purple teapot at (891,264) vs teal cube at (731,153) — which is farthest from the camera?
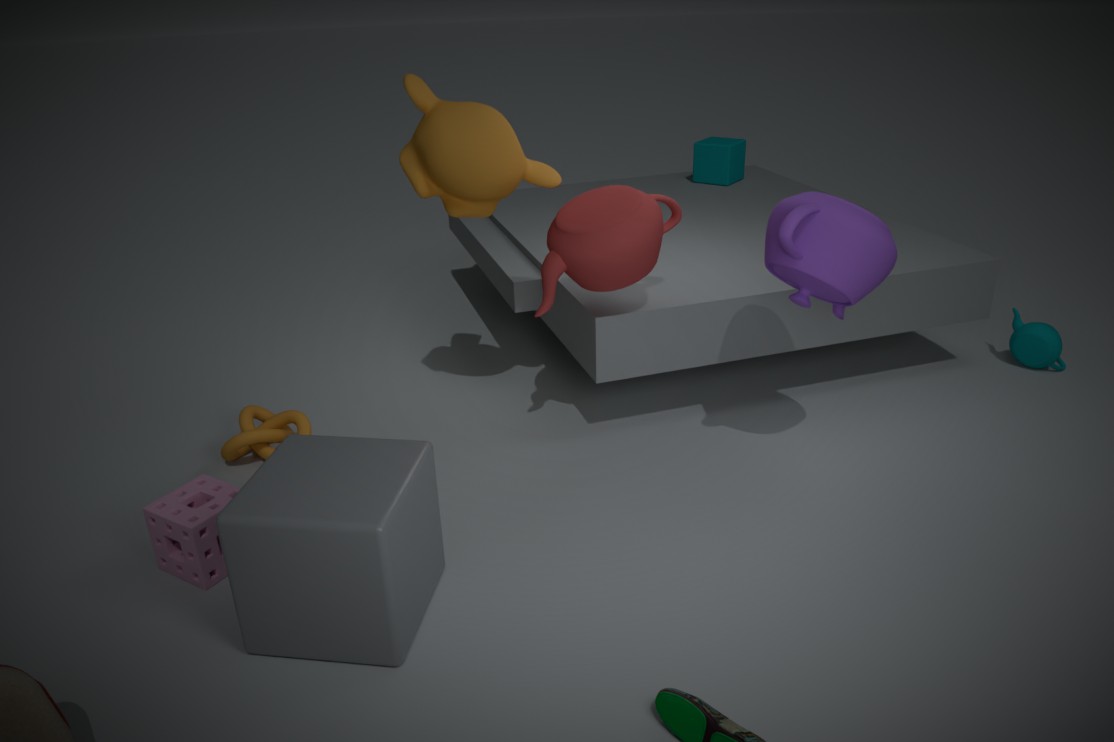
teal cube at (731,153)
